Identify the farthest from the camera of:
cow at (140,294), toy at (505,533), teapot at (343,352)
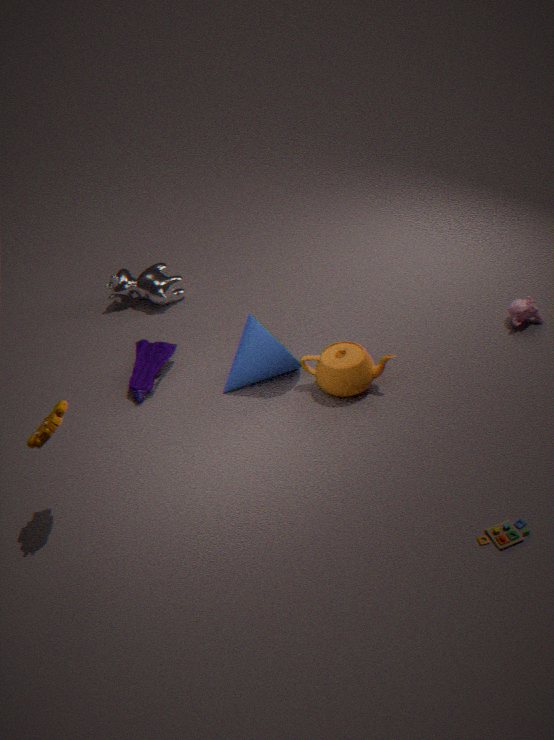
cow at (140,294)
